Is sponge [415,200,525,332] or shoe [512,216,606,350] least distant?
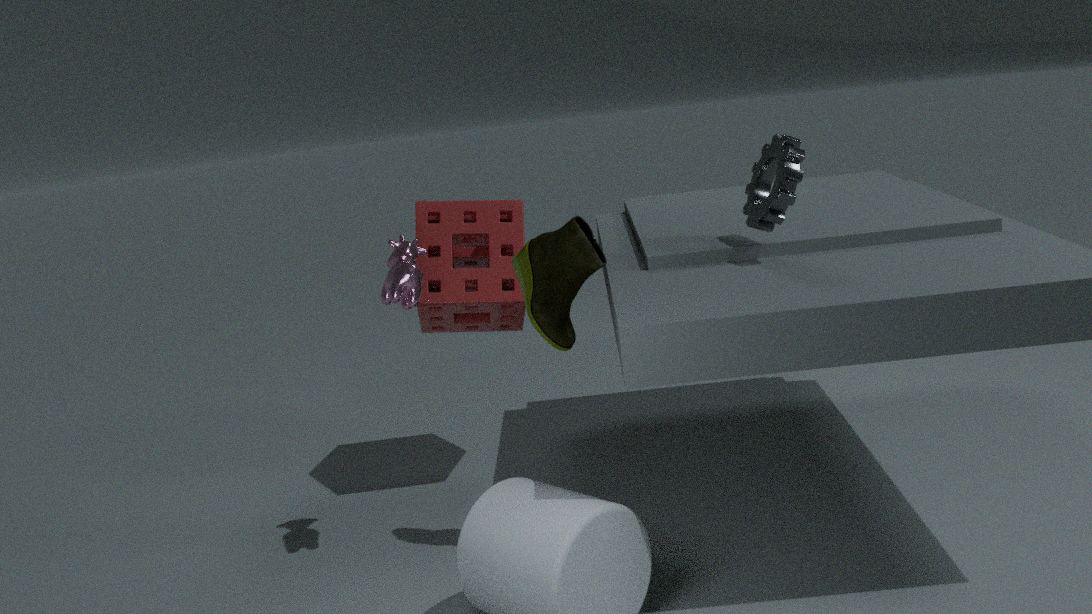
shoe [512,216,606,350]
